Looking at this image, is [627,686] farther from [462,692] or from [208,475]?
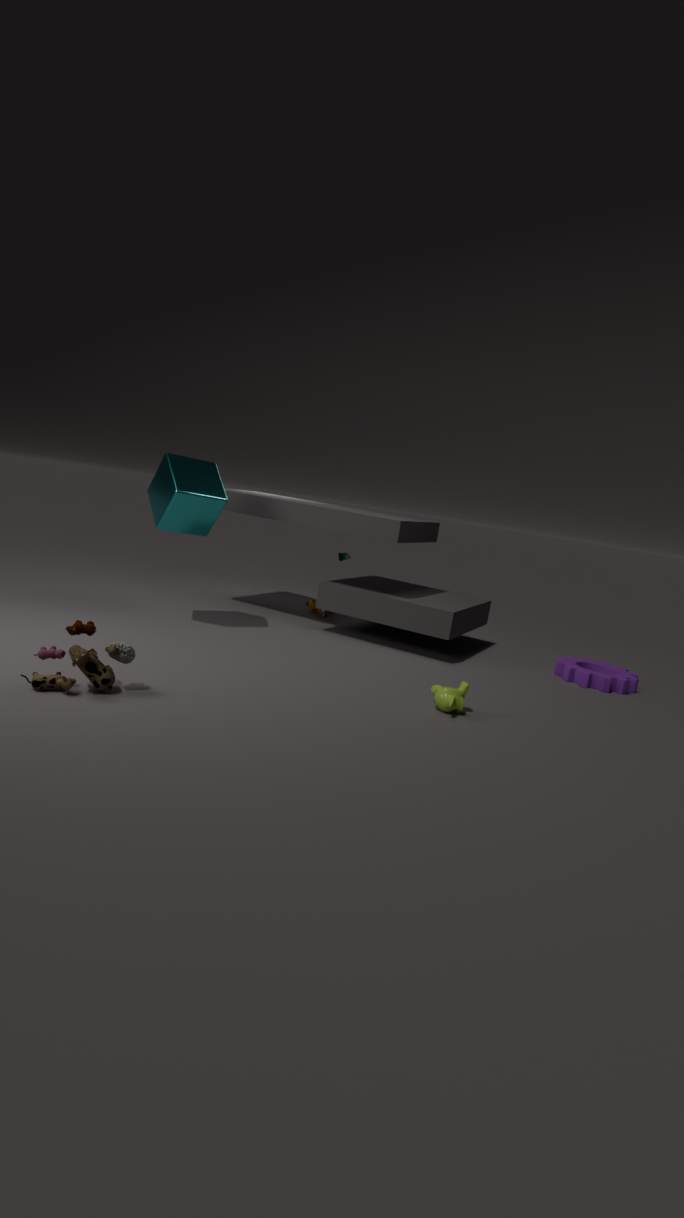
[208,475]
